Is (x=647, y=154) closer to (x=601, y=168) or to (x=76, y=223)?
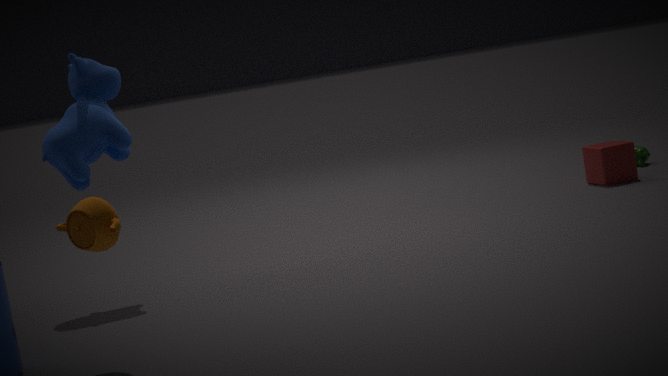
(x=601, y=168)
